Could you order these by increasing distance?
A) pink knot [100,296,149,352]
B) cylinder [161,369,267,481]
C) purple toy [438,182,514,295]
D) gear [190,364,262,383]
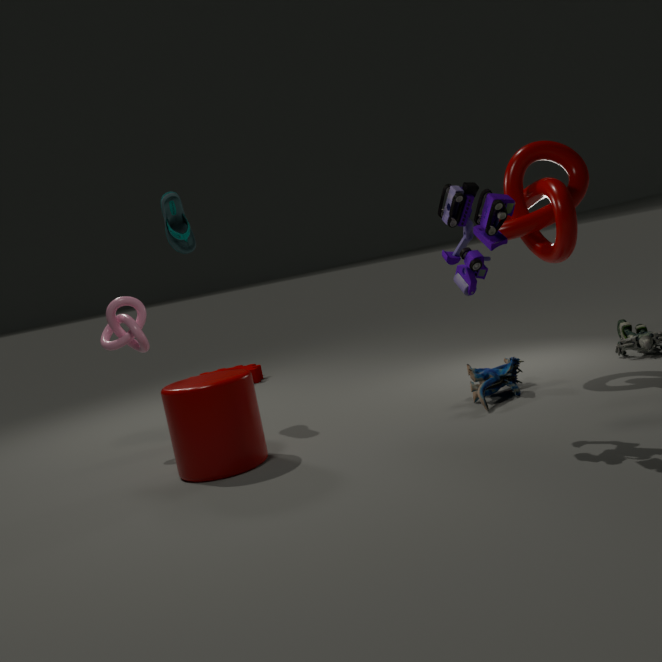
purple toy [438,182,514,295] → cylinder [161,369,267,481] → pink knot [100,296,149,352] → gear [190,364,262,383]
